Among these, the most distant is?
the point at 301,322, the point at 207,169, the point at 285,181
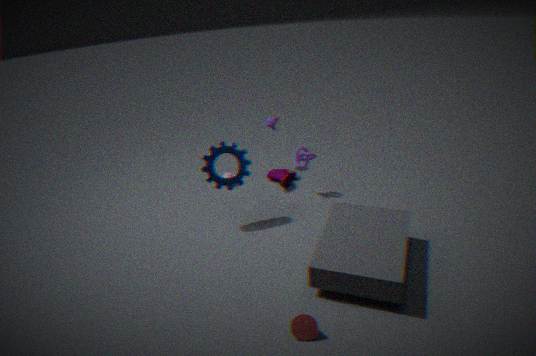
the point at 285,181
